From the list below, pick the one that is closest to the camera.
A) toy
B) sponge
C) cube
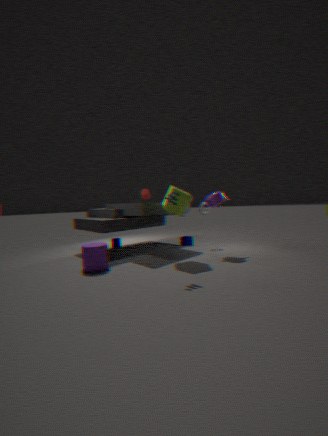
toy
